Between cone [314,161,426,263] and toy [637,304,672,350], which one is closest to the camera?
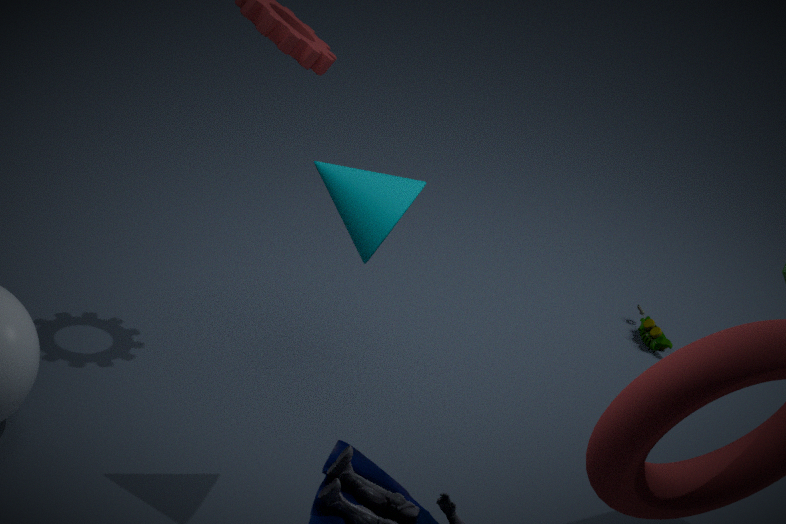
cone [314,161,426,263]
